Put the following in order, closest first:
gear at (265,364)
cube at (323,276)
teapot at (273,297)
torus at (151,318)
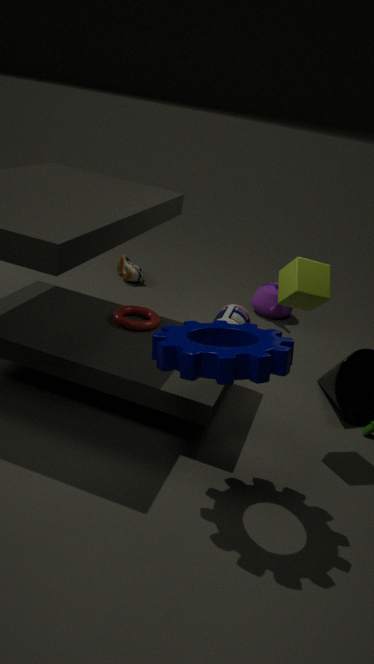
gear at (265,364) < cube at (323,276) < torus at (151,318) < teapot at (273,297)
